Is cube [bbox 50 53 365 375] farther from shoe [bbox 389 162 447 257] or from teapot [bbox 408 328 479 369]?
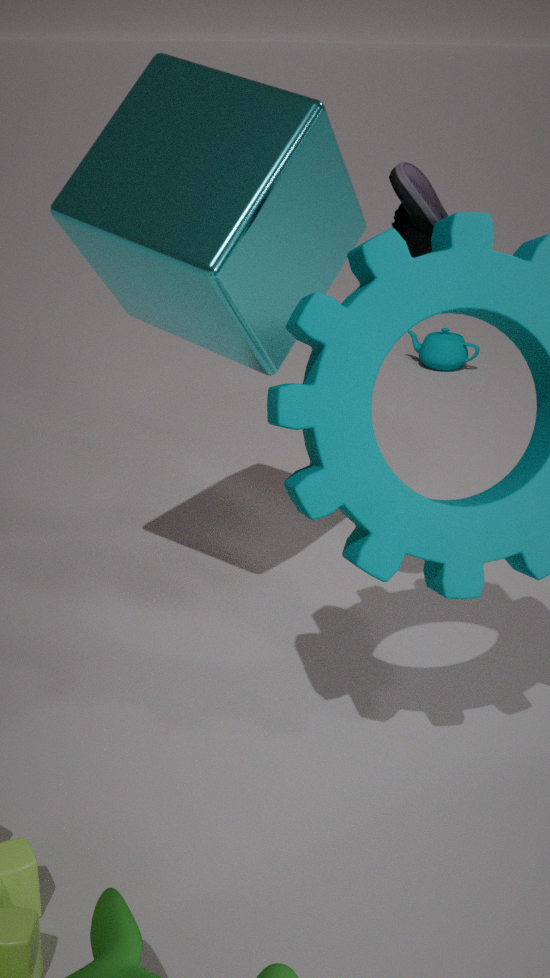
teapot [bbox 408 328 479 369]
